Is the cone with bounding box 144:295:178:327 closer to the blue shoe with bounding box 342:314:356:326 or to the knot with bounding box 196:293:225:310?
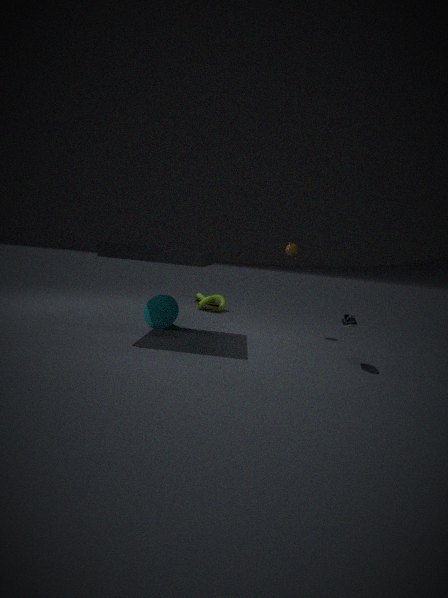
the knot with bounding box 196:293:225:310
